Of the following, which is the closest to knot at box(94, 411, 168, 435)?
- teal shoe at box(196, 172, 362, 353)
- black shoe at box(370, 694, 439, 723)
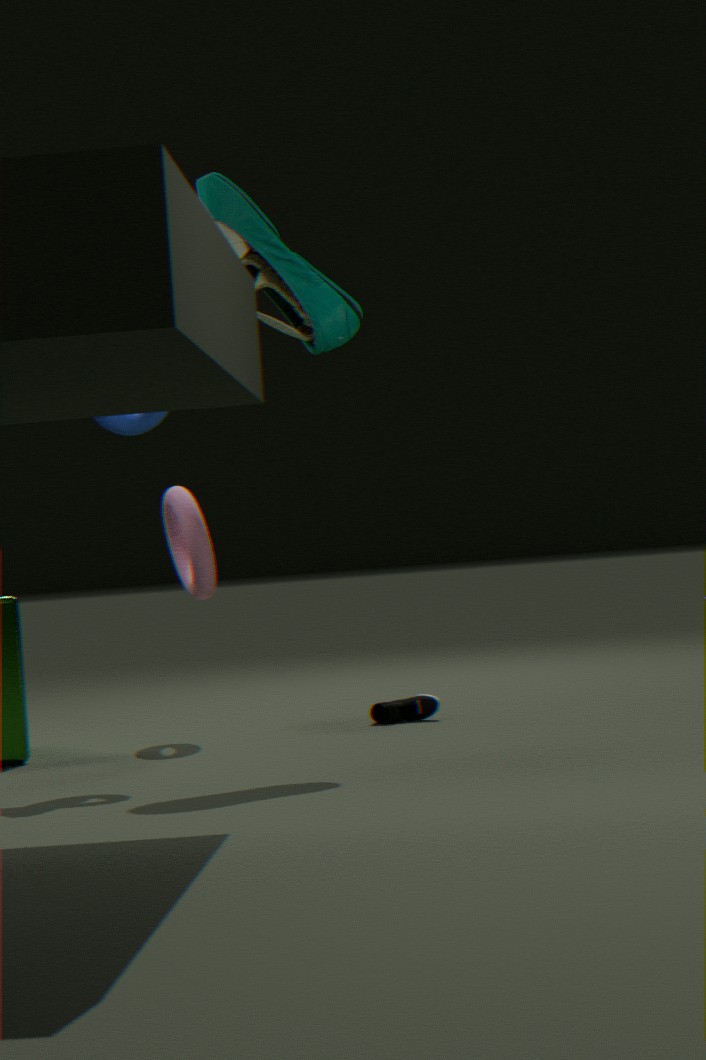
teal shoe at box(196, 172, 362, 353)
